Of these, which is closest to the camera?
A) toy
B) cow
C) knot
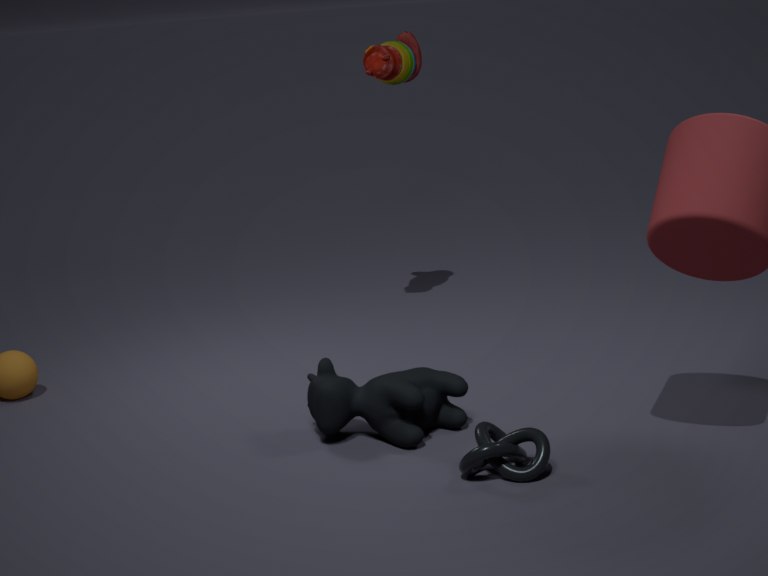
knot
